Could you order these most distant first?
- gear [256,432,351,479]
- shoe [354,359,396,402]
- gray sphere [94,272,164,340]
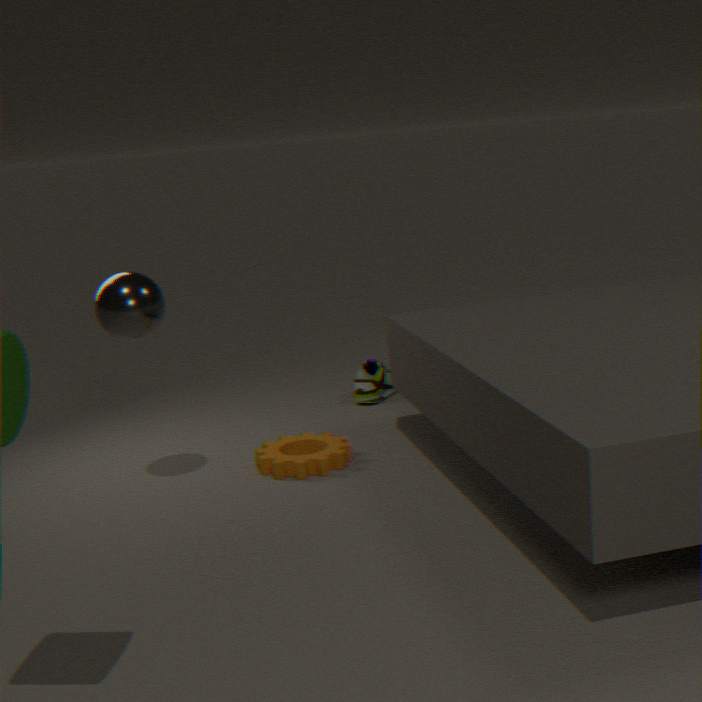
shoe [354,359,396,402] < gear [256,432,351,479] < gray sphere [94,272,164,340]
